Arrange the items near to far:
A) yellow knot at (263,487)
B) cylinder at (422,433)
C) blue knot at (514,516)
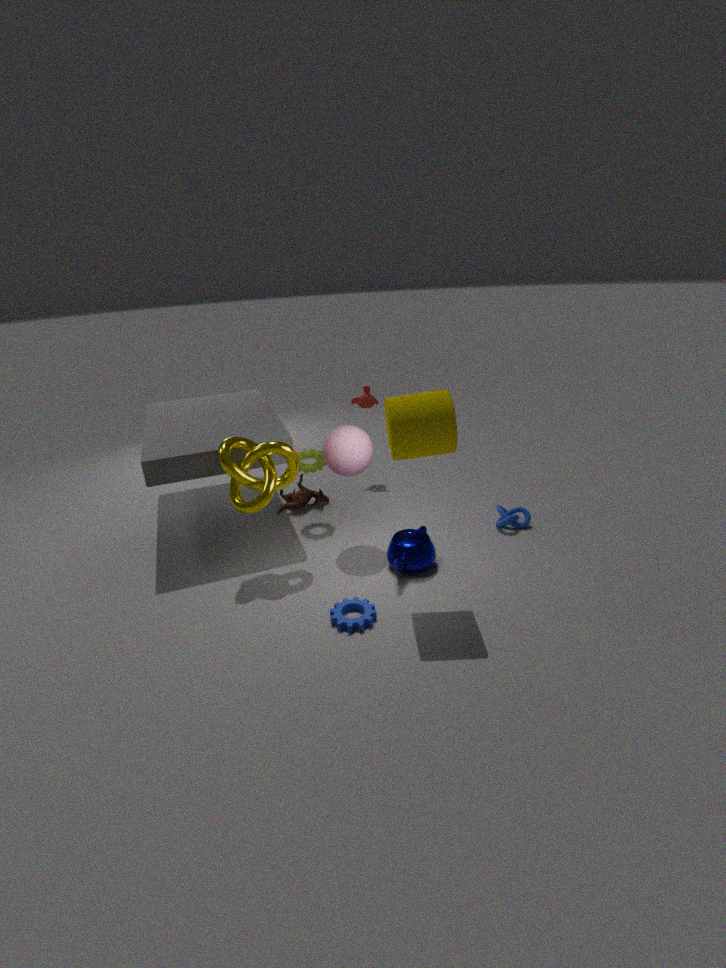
cylinder at (422,433)
yellow knot at (263,487)
blue knot at (514,516)
